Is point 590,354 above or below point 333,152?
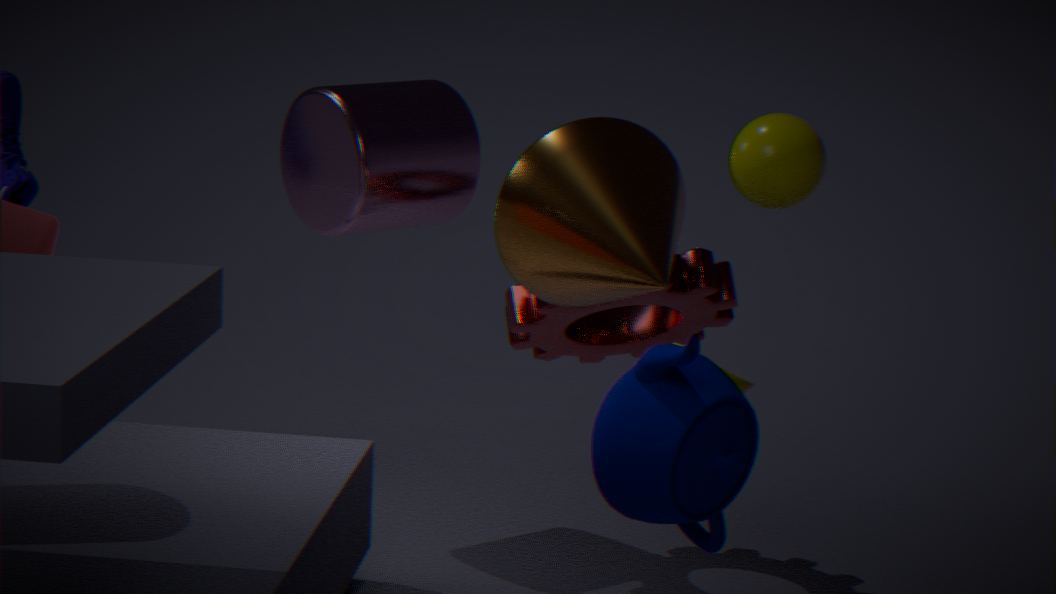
below
